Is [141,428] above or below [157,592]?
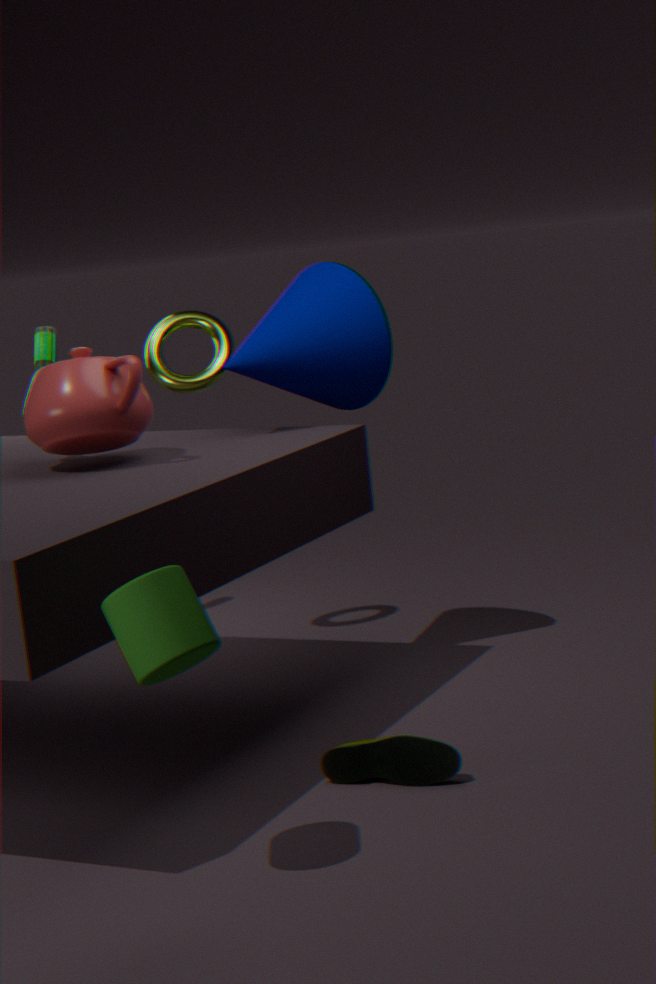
above
